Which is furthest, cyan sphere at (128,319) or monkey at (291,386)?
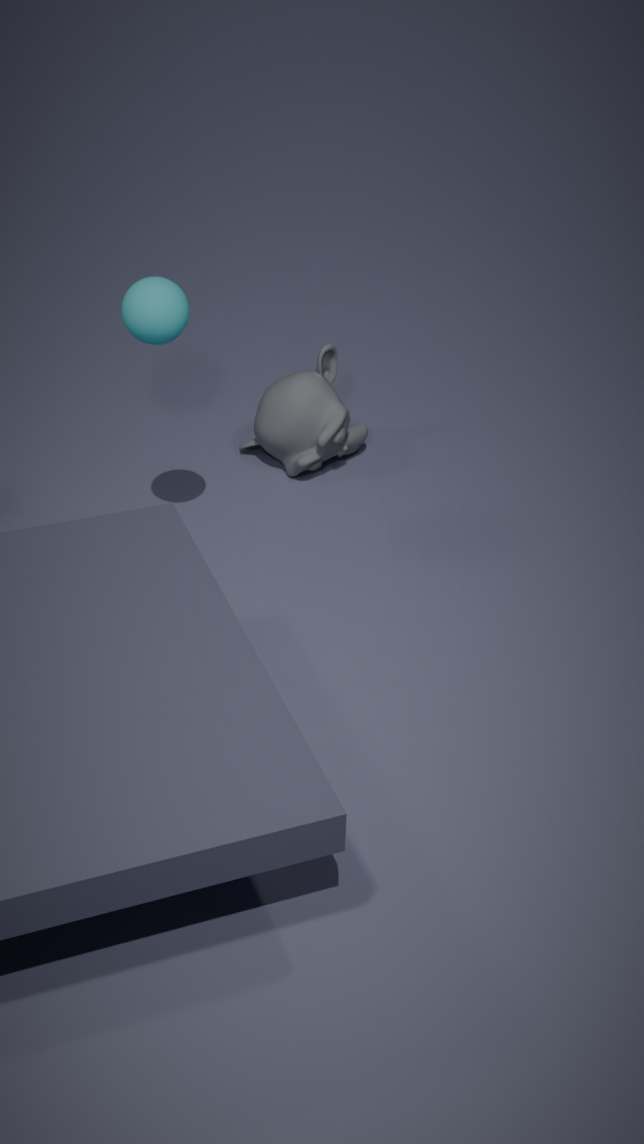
monkey at (291,386)
